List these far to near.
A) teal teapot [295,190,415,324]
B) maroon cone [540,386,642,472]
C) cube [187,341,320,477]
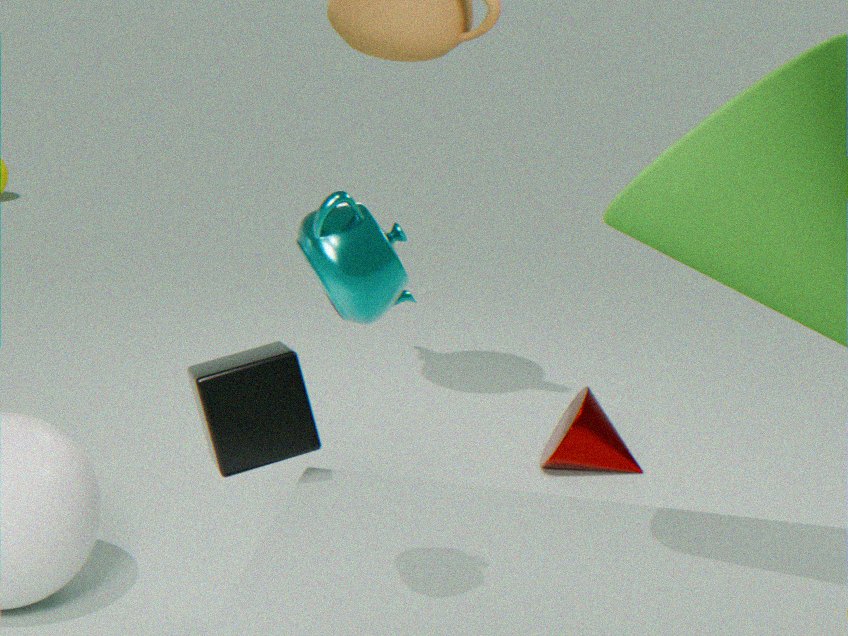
1. maroon cone [540,386,642,472]
2. cube [187,341,320,477]
3. teal teapot [295,190,415,324]
